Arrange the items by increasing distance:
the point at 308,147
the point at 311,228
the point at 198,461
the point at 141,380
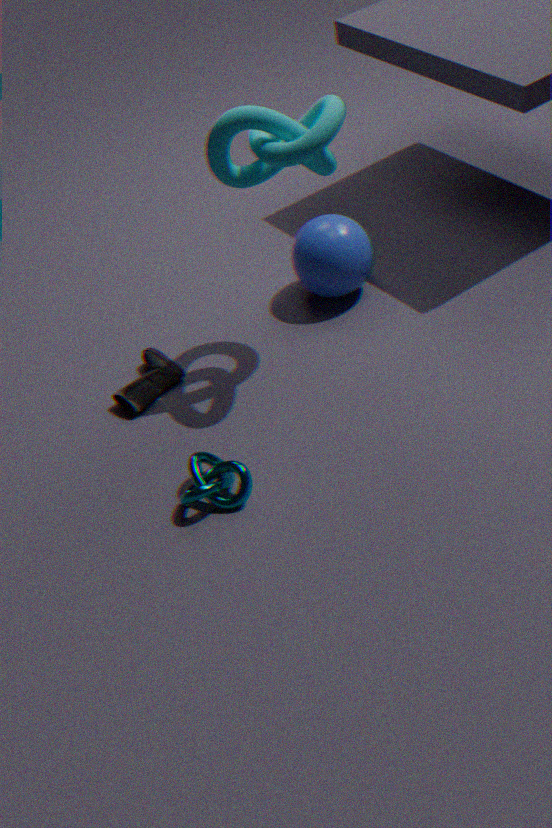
the point at 308,147
the point at 198,461
the point at 141,380
the point at 311,228
